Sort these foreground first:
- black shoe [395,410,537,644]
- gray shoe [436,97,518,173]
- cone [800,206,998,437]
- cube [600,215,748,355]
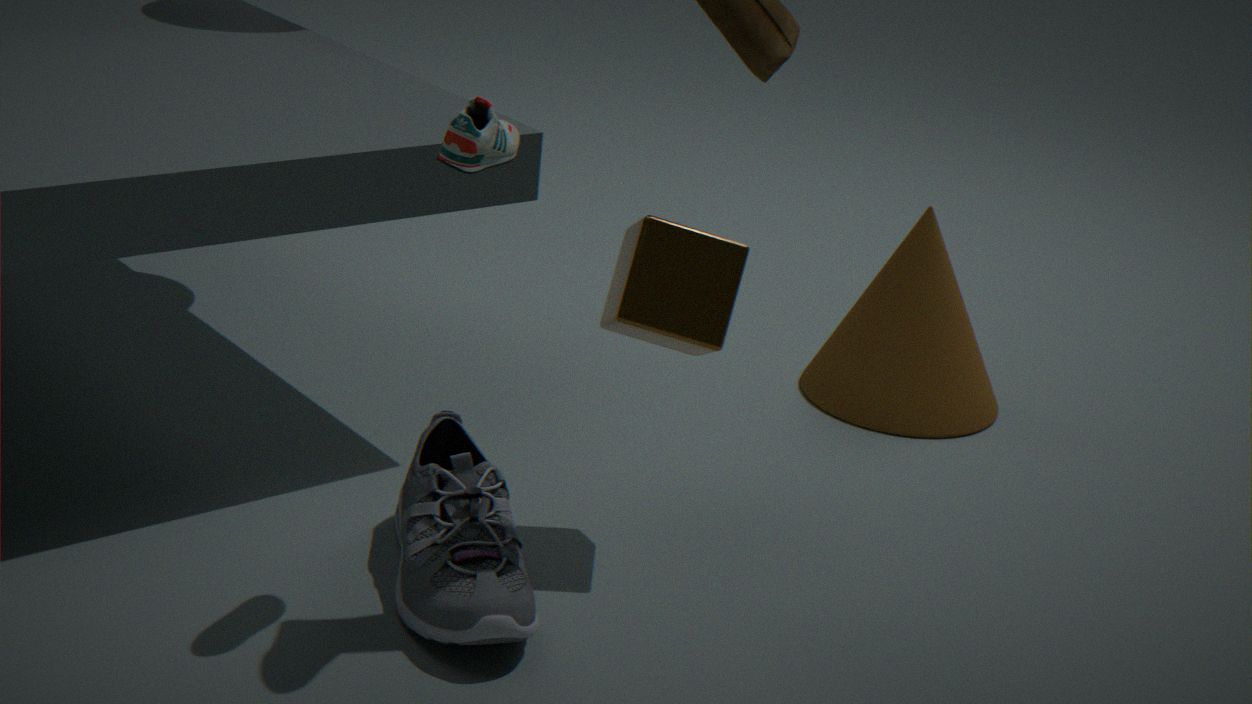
gray shoe [436,97,518,173]
black shoe [395,410,537,644]
cube [600,215,748,355]
cone [800,206,998,437]
